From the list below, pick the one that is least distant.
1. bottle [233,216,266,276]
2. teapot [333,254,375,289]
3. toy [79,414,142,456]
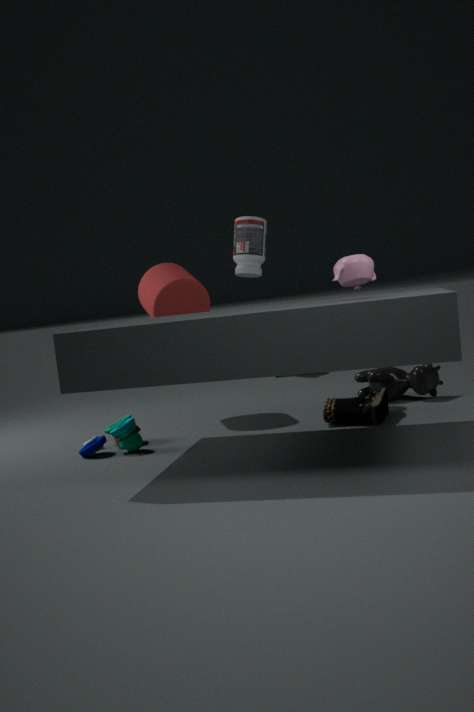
teapot [333,254,375,289]
